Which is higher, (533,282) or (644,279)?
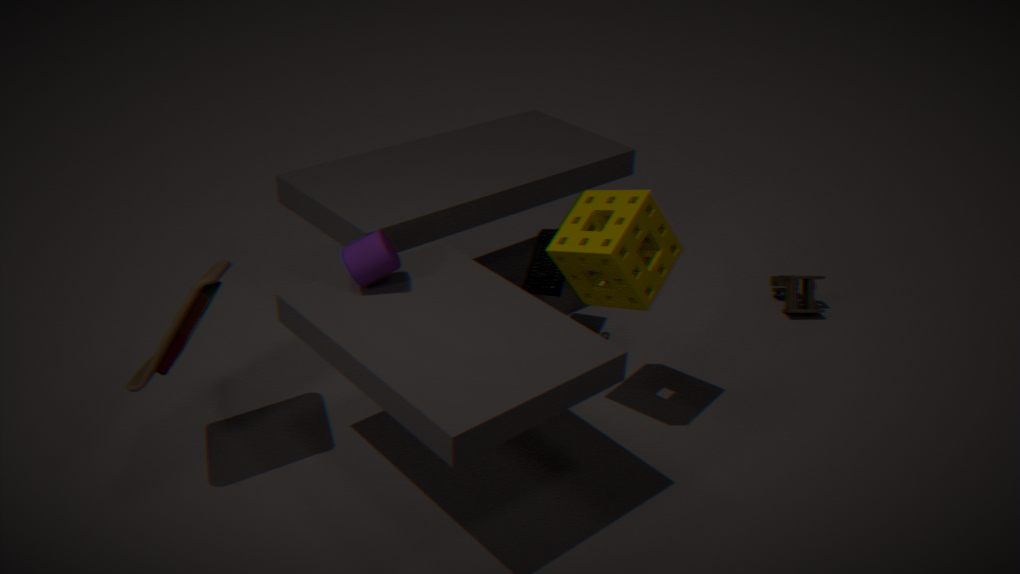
(644,279)
